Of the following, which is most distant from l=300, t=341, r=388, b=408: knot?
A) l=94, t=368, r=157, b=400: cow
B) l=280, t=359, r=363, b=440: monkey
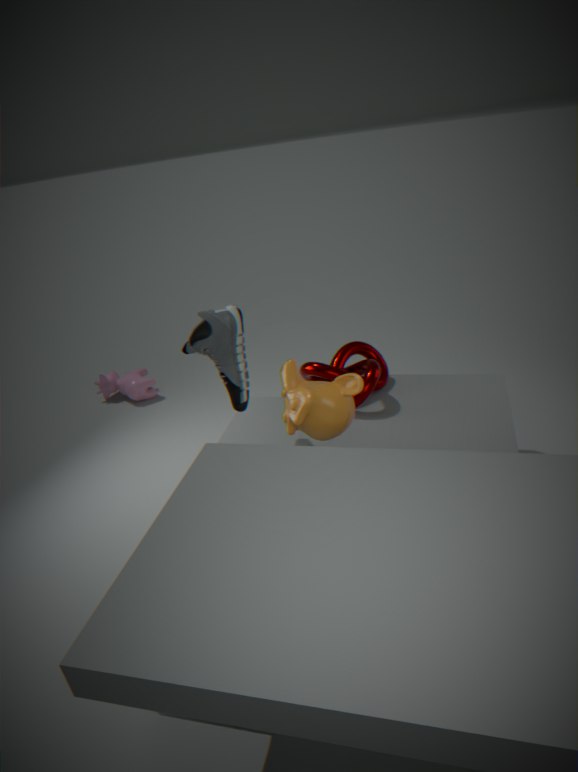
l=94, t=368, r=157, b=400: cow
